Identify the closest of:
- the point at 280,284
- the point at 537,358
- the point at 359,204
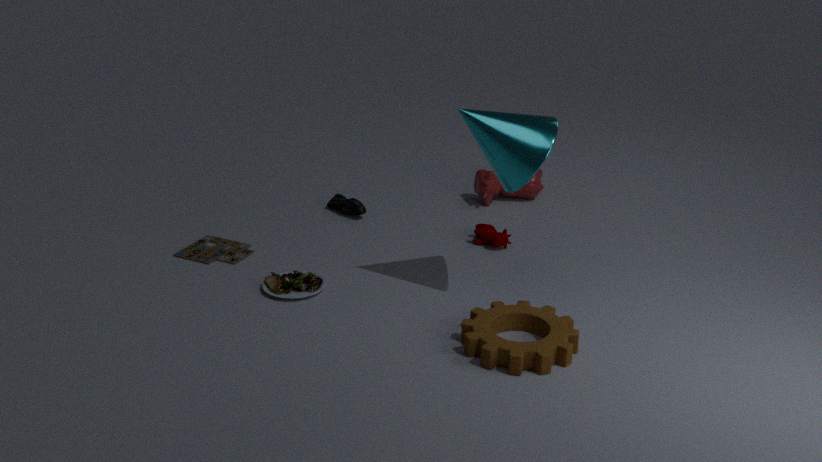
the point at 537,358
